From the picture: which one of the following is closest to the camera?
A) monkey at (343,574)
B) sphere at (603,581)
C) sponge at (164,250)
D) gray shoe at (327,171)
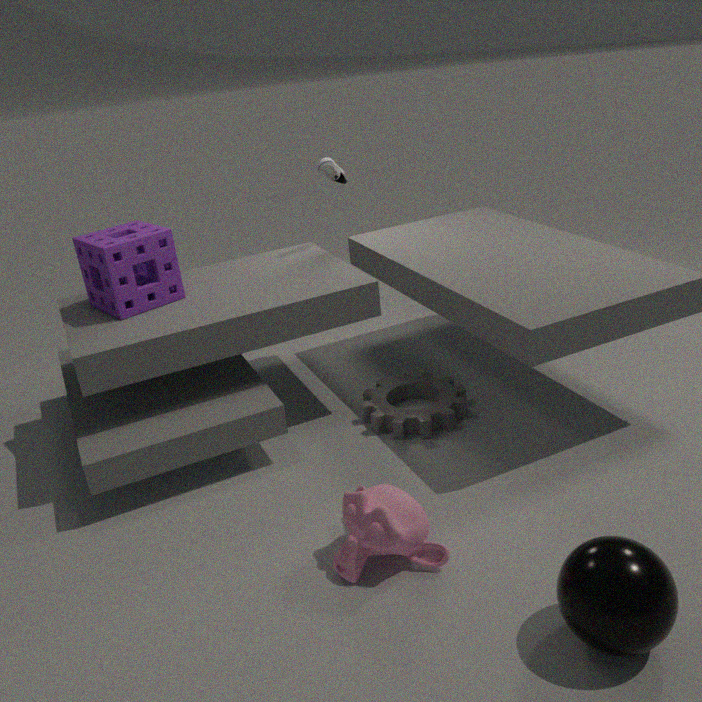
sphere at (603,581)
